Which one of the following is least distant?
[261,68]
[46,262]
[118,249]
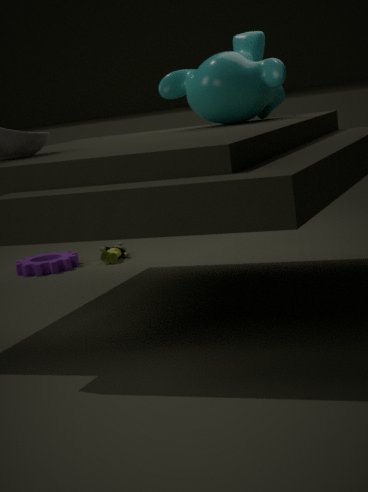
[261,68]
